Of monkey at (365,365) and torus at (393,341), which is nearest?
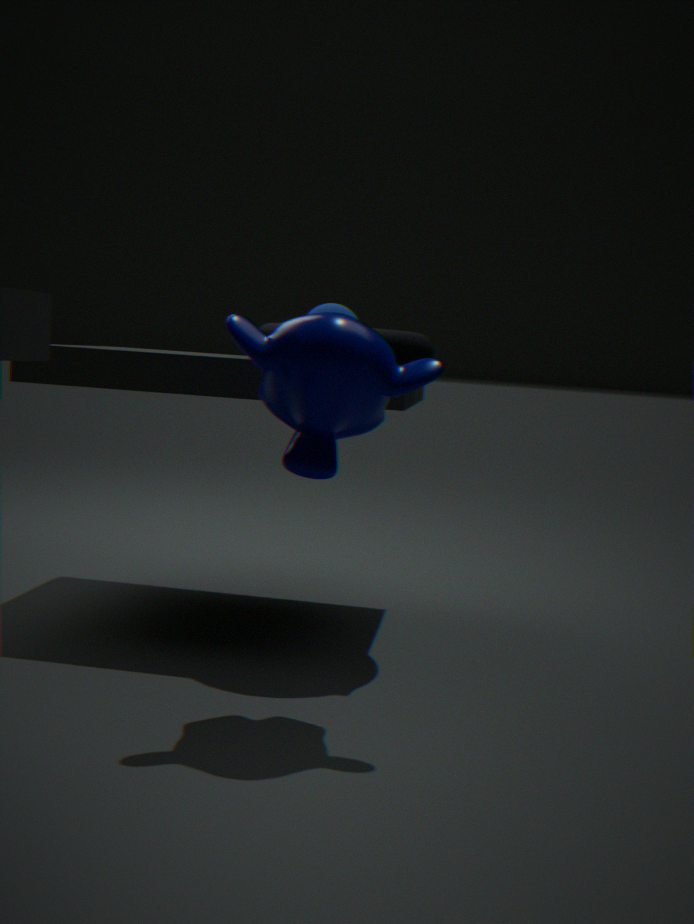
monkey at (365,365)
